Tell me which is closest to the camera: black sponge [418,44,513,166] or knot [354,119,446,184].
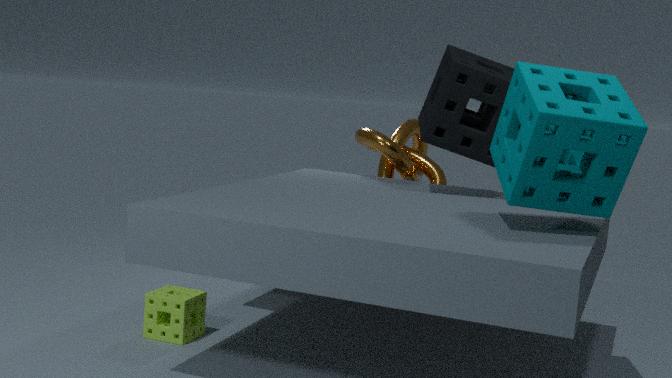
black sponge [418,44,513,166]
